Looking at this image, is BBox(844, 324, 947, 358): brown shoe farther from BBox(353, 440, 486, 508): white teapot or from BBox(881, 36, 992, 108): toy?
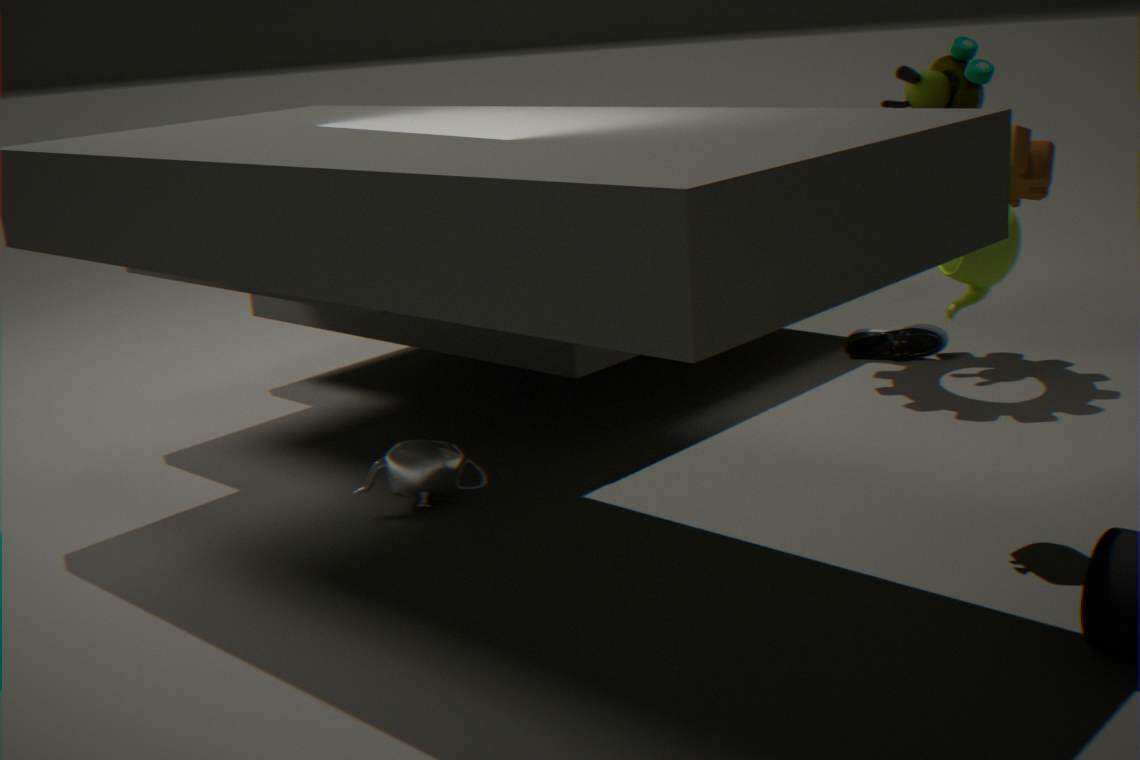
BBox(353, 440, 486, 508): white teapot
